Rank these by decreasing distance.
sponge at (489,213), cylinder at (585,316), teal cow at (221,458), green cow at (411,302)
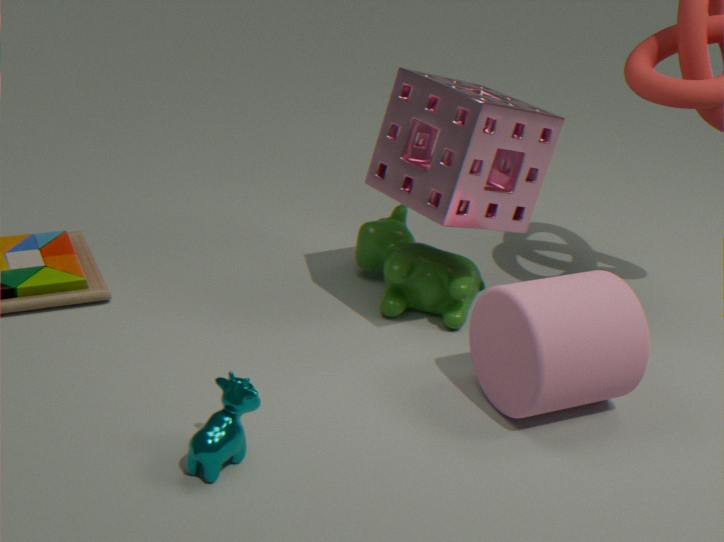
green cow at (411,302) → sponge at (489,213) → cylinder at (585,316) → teal cow at (221,458)
